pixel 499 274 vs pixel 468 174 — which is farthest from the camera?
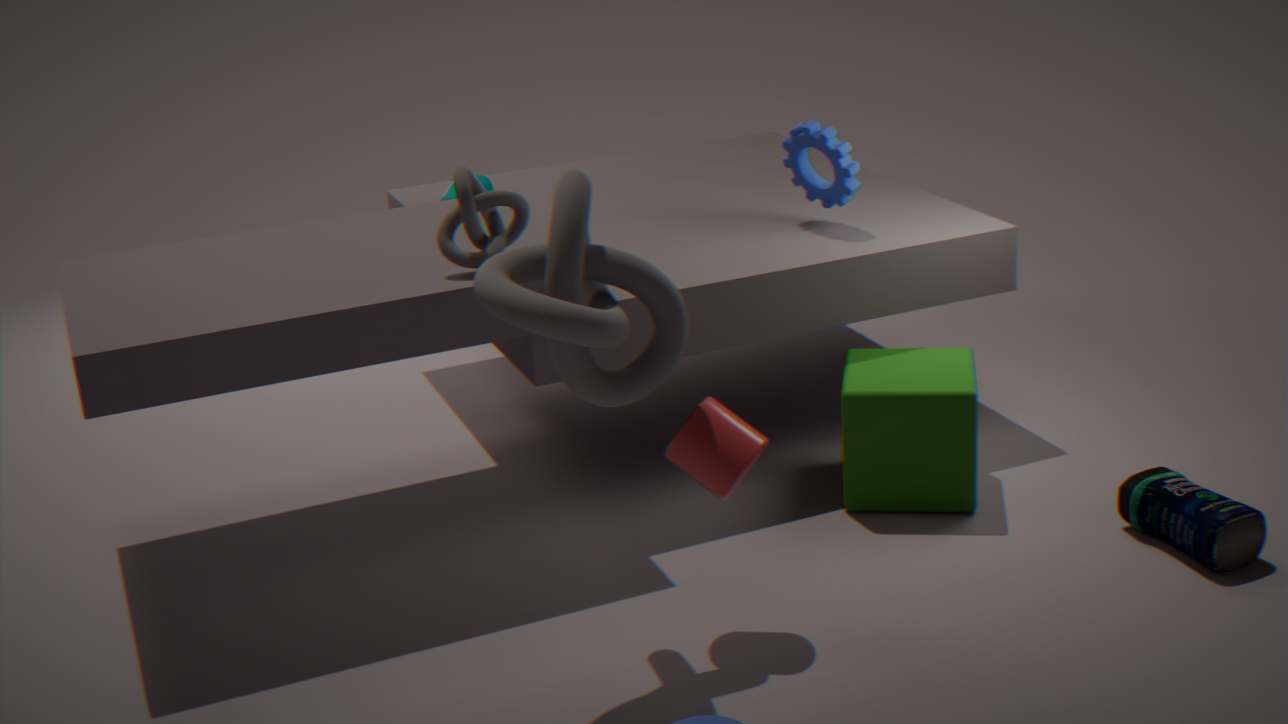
pixel 468 174
